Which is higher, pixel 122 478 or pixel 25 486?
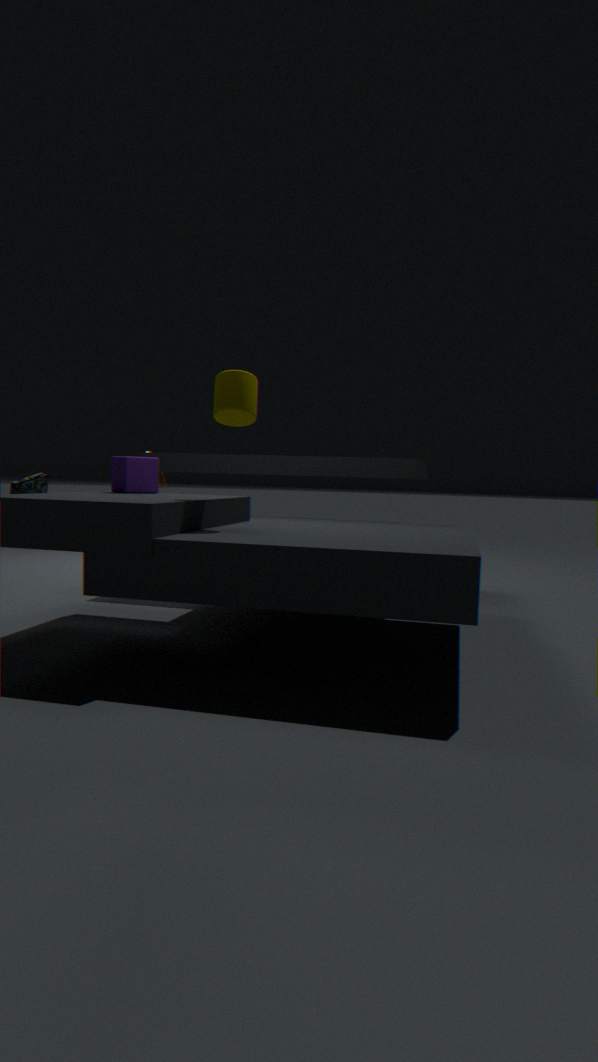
pixel 122 478
